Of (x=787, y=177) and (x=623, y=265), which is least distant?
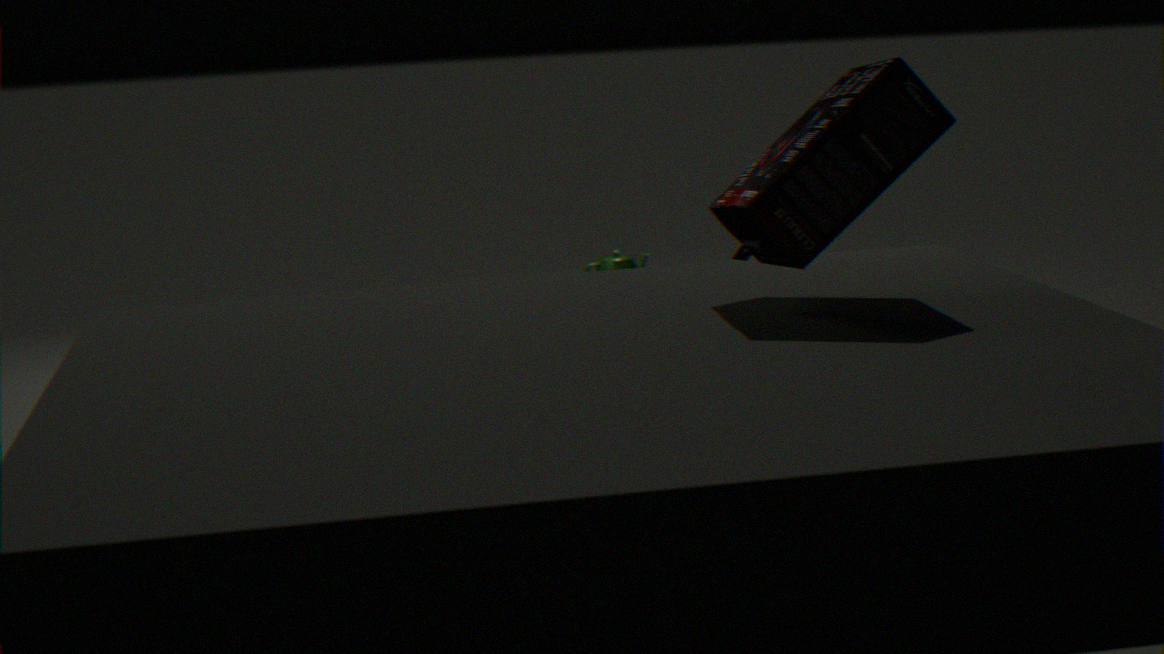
(x=787, y=177)
